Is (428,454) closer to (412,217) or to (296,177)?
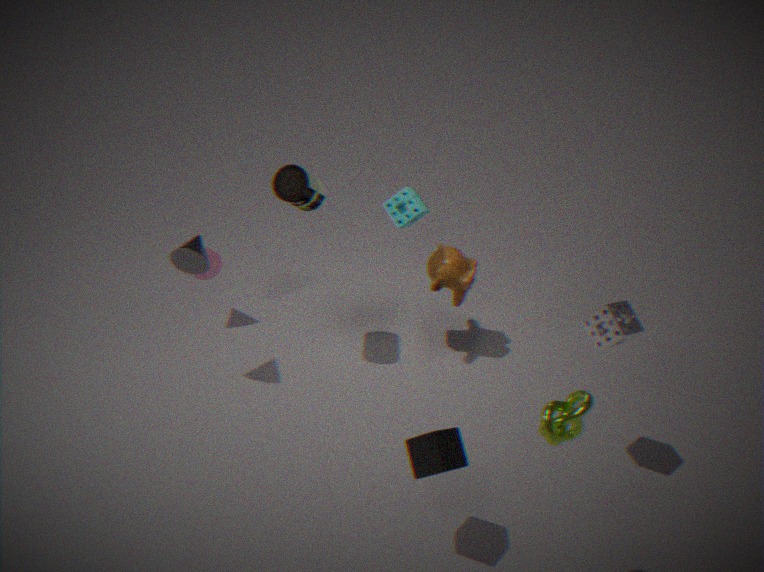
(412,217)
